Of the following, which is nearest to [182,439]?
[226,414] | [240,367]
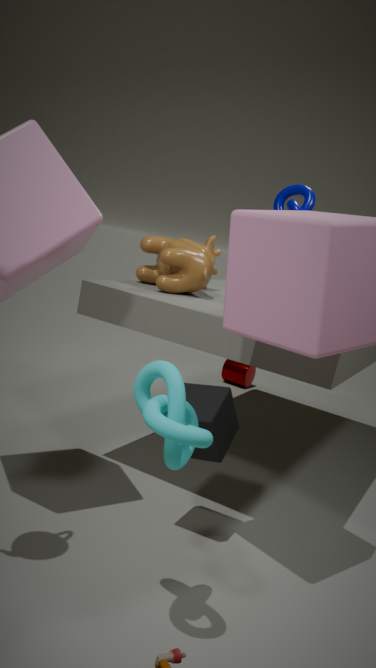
[226,414]
